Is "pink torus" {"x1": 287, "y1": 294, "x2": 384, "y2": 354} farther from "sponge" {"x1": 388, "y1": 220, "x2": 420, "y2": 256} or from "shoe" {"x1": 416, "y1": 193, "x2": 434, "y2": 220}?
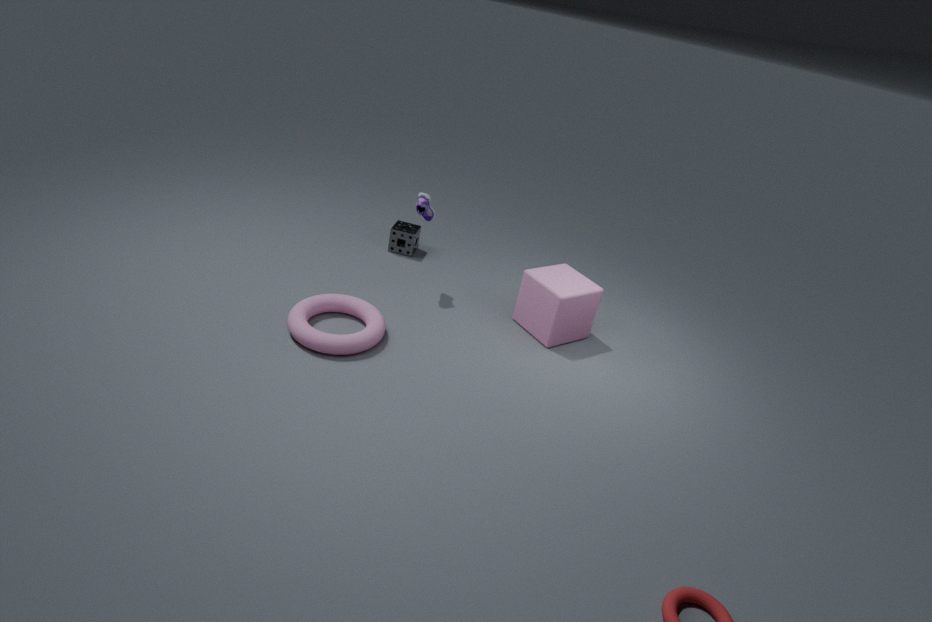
"sponge" {"x1": 388, "y1": 220, "x2": 420, "y2": 256}
